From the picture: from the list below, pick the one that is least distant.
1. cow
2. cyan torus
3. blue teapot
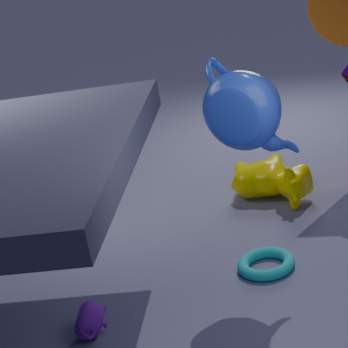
blue teapot
